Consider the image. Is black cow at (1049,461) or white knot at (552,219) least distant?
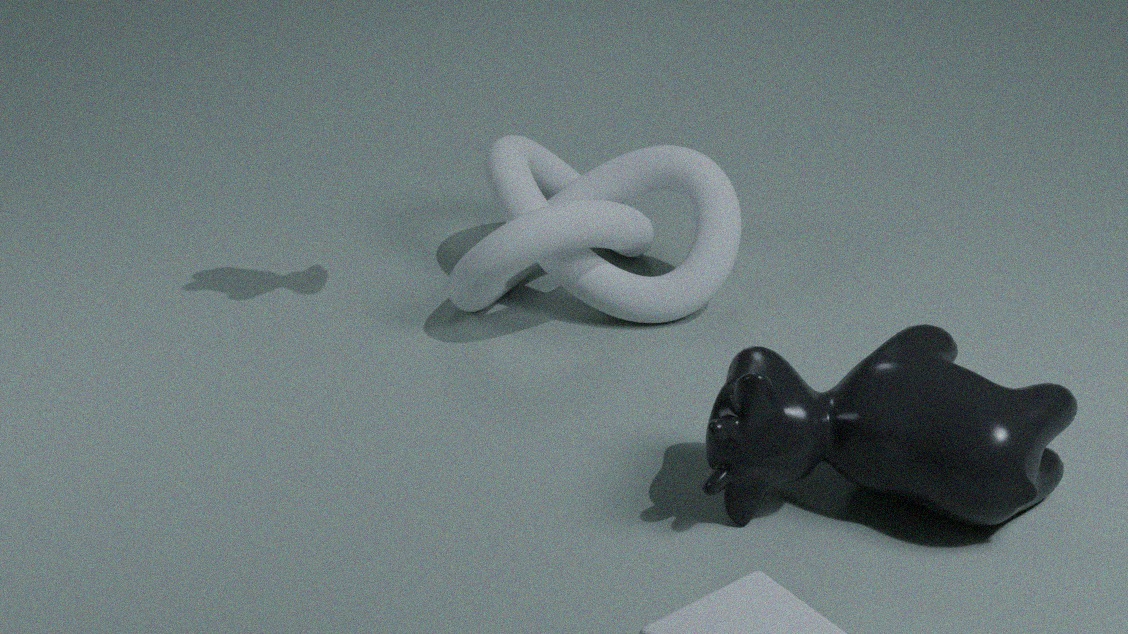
black cow at (1049,461)
